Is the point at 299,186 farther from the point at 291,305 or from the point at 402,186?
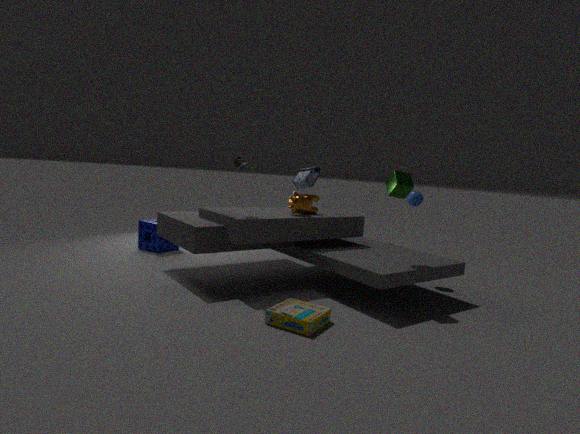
the point at 291,305
